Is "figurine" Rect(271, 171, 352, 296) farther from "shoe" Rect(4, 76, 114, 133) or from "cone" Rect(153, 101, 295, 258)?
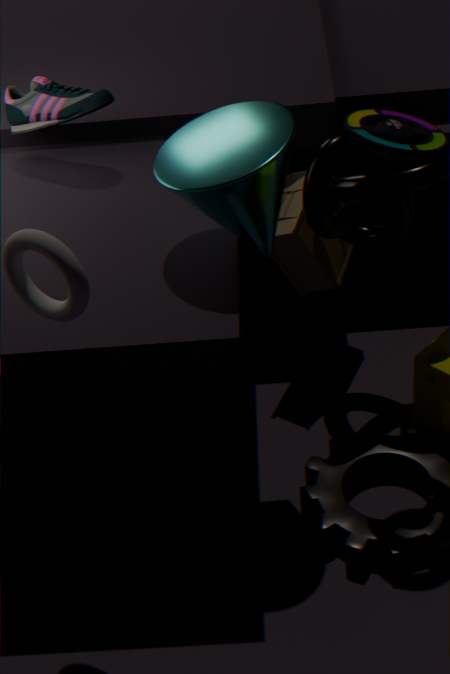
"shoe" Rect(4, 76, 114, 133)
